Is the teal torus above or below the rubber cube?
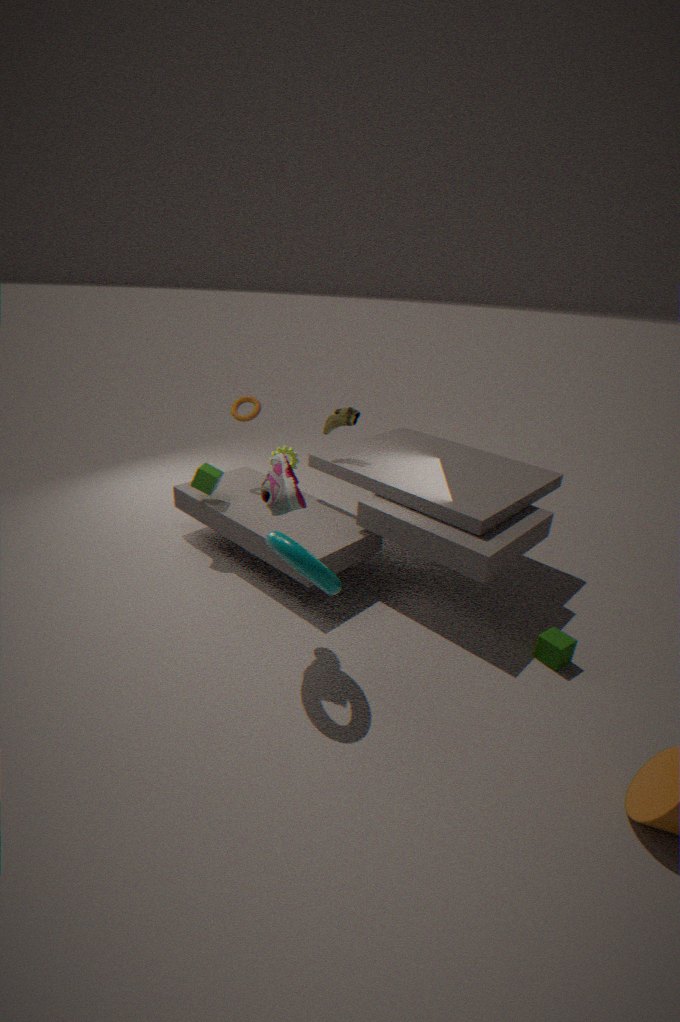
above
